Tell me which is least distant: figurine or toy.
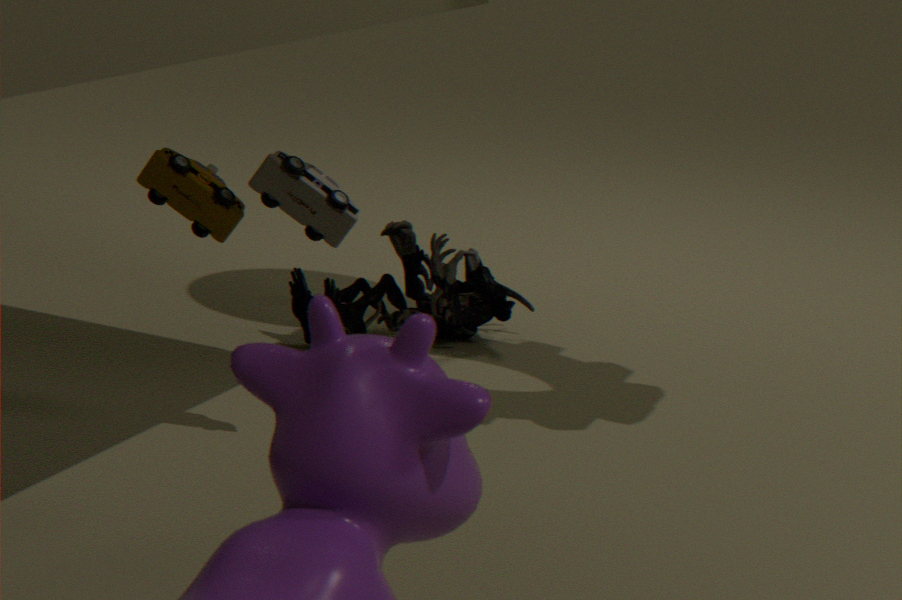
toy
